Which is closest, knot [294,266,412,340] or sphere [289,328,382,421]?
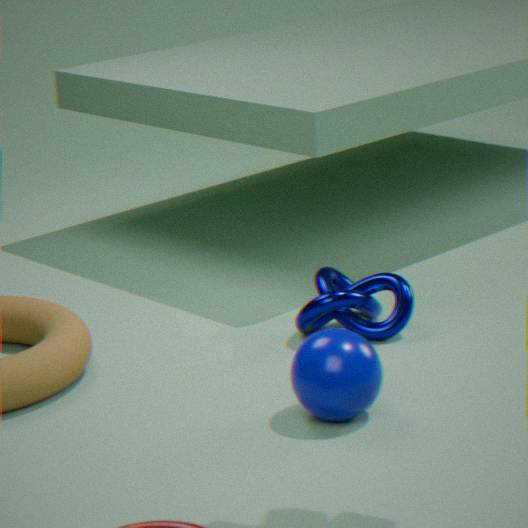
sphere [289,328,382,421]
